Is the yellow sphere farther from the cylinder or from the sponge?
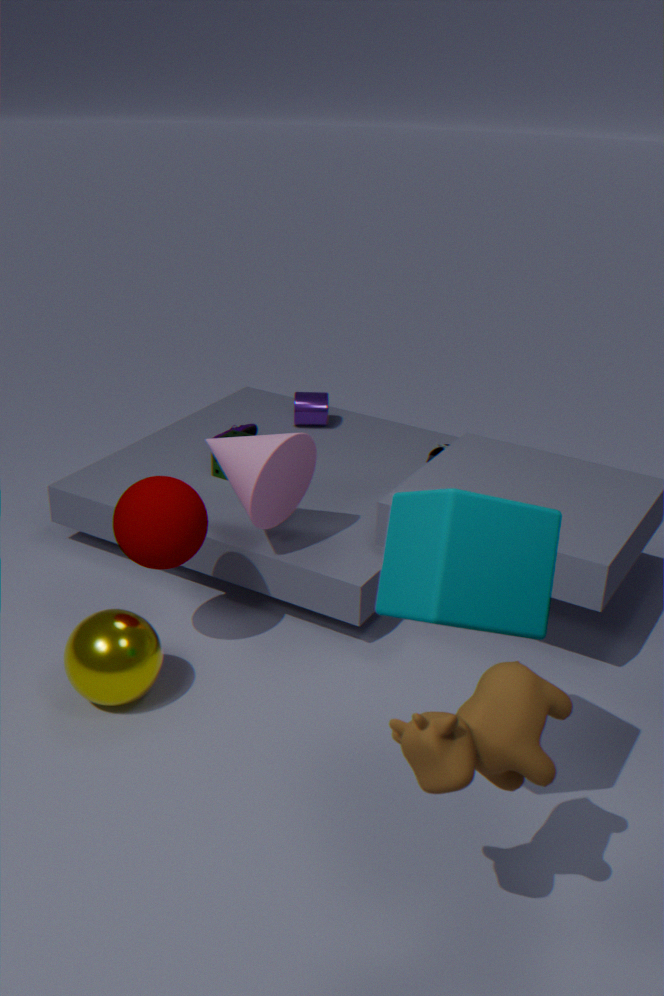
the cylinder
